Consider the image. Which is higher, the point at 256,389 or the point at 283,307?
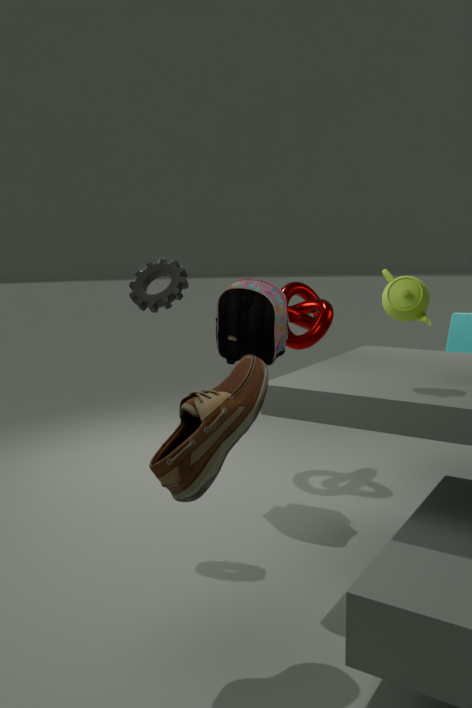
the point at 283,307
